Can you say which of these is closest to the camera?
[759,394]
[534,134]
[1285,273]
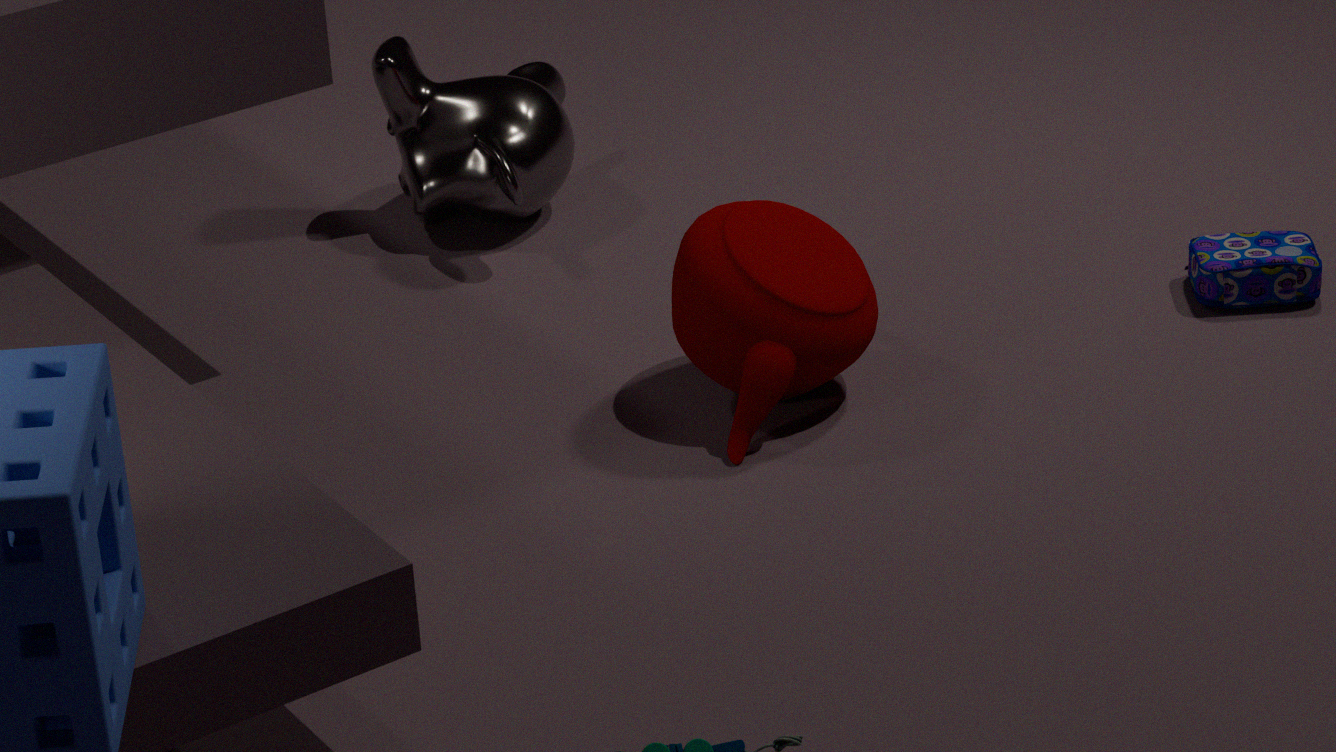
[759,394]
